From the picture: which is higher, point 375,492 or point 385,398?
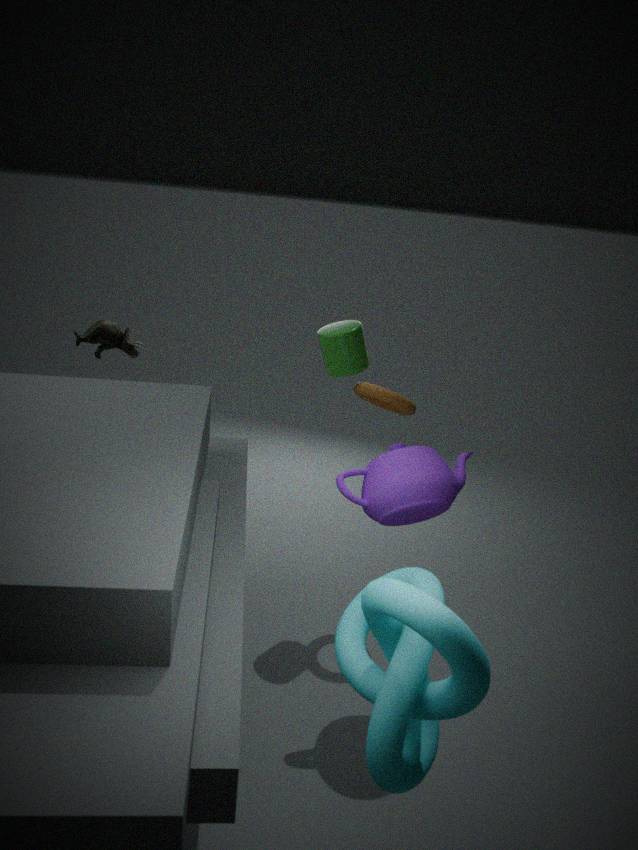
point 385,398
